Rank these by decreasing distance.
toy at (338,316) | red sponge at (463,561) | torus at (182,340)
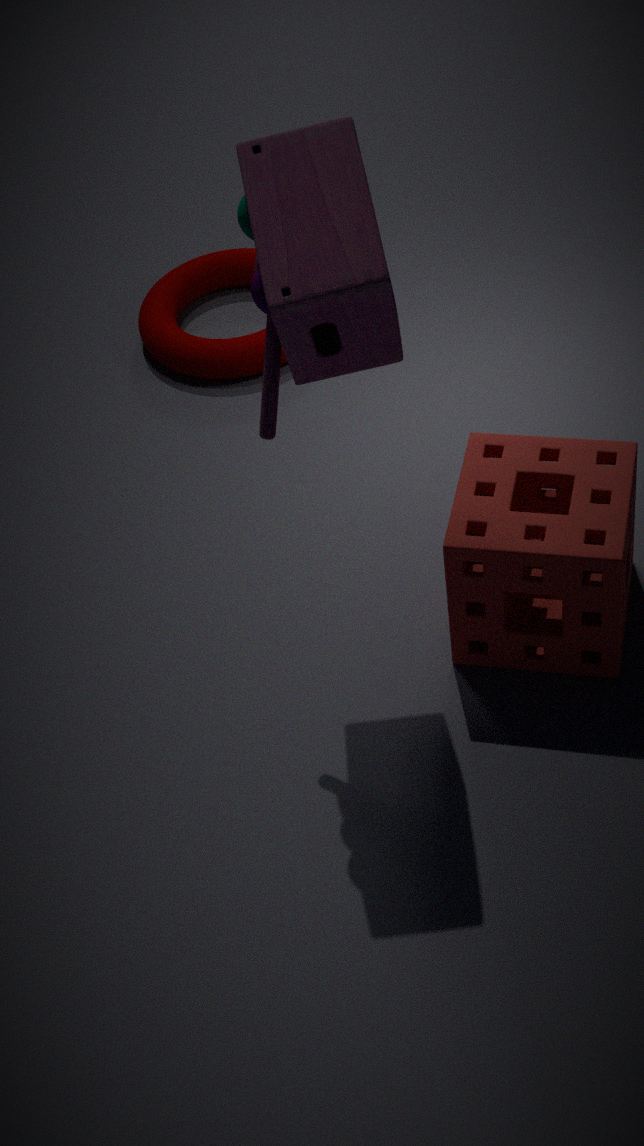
torus at (182,340)
red sponge at (463,561)
toy at (338,316)
